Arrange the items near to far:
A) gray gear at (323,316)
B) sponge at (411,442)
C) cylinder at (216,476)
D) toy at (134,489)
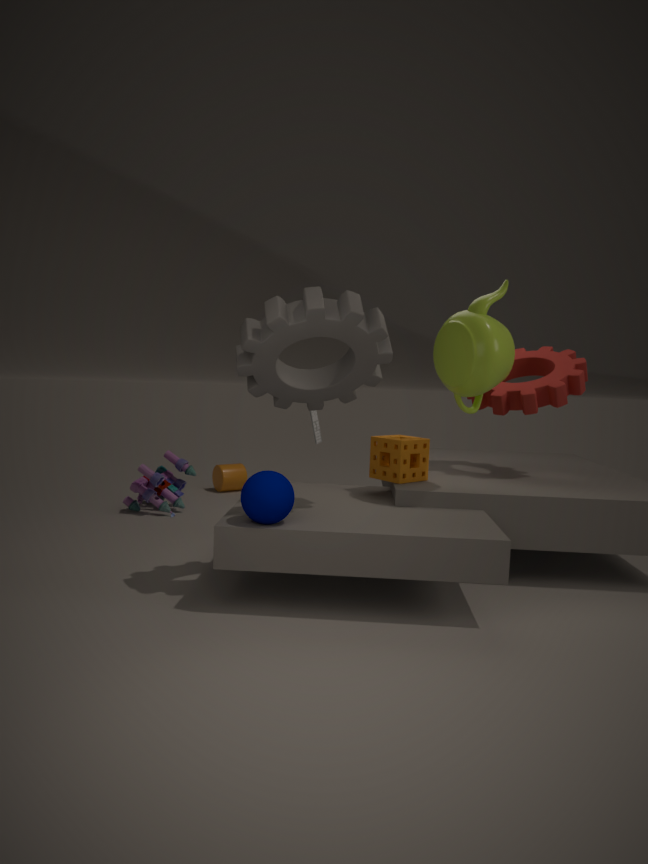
gray gear at (323,316), sponge at (411,442), toy at (134,489), cylinder at (216,476)
